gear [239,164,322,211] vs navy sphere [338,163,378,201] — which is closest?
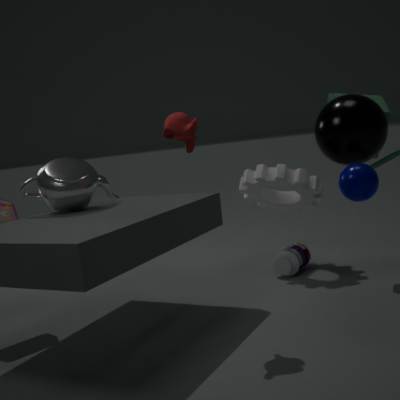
navy sphere [338,163,378,201]
